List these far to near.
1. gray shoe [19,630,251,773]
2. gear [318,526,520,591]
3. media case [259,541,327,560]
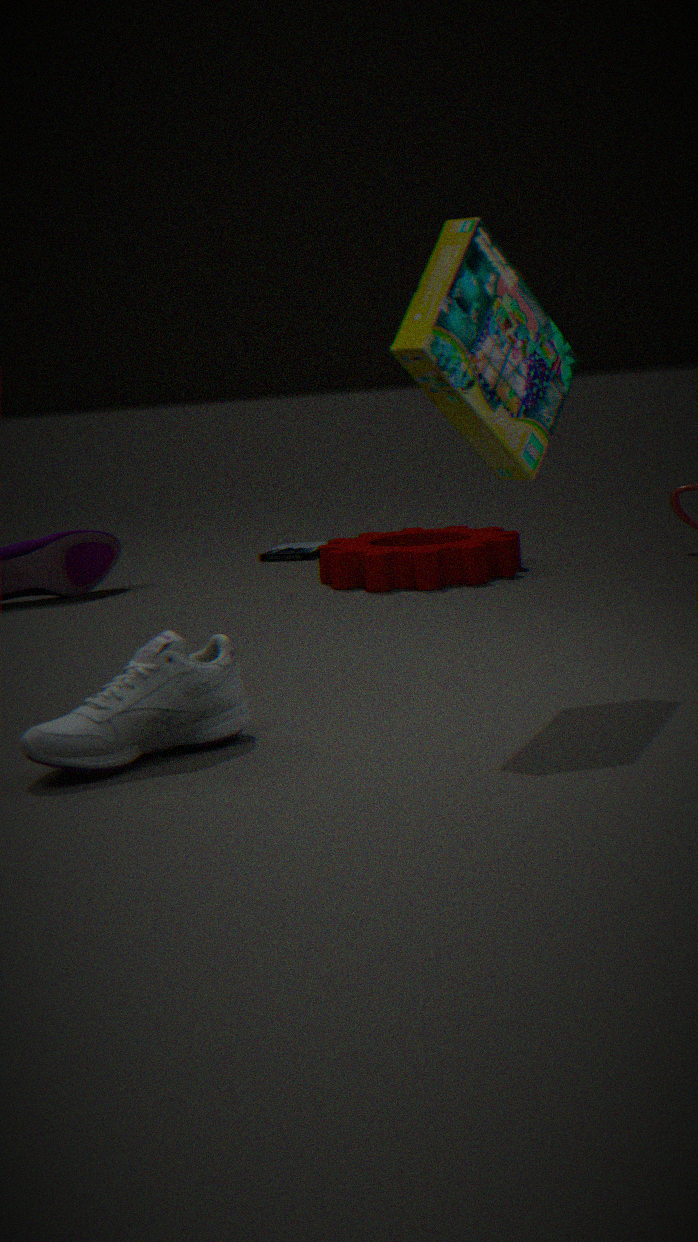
1. media case [259,541,327,560]
2. gear [318,526,520,591]
3. gray shoe [19,630,251,773]
